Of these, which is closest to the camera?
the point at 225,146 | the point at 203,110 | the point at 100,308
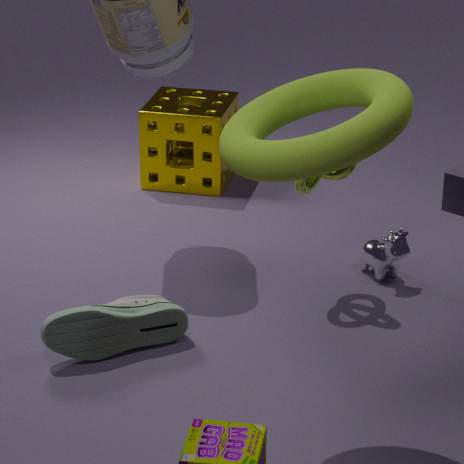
the point at 225,146
